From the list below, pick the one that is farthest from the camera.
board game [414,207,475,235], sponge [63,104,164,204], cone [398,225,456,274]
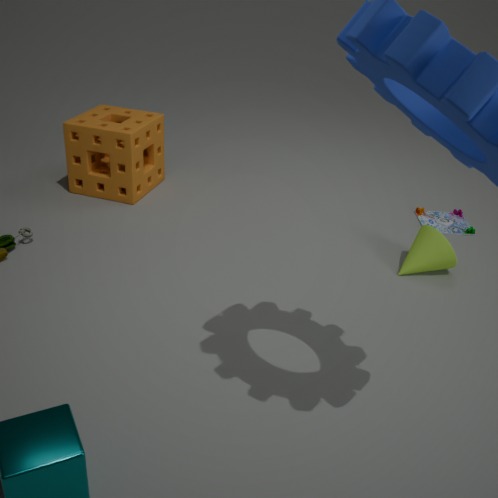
board game [414,207,475,235]
